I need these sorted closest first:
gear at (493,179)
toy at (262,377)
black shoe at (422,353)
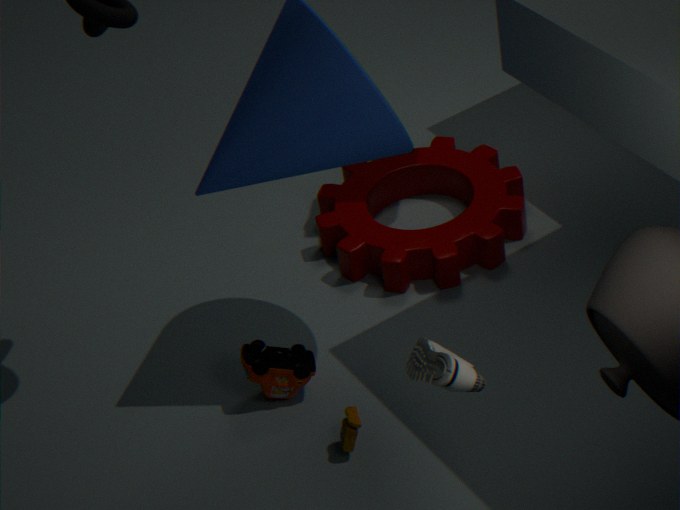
black shoe at (422,353) → toy at (262,377) → gear at (493,179)
